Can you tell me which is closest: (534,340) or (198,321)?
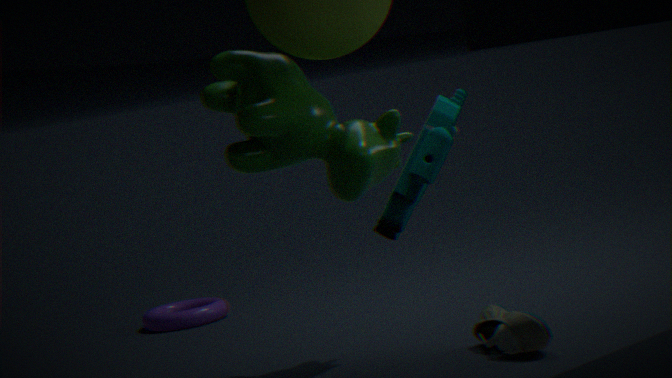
(534,340)
